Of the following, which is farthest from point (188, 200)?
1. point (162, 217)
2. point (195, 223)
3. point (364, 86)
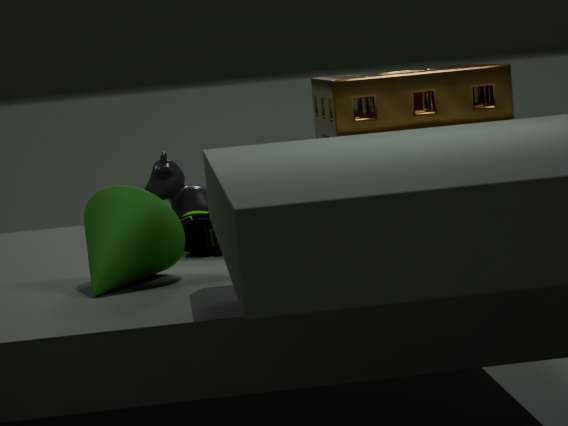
point (364, 86)
